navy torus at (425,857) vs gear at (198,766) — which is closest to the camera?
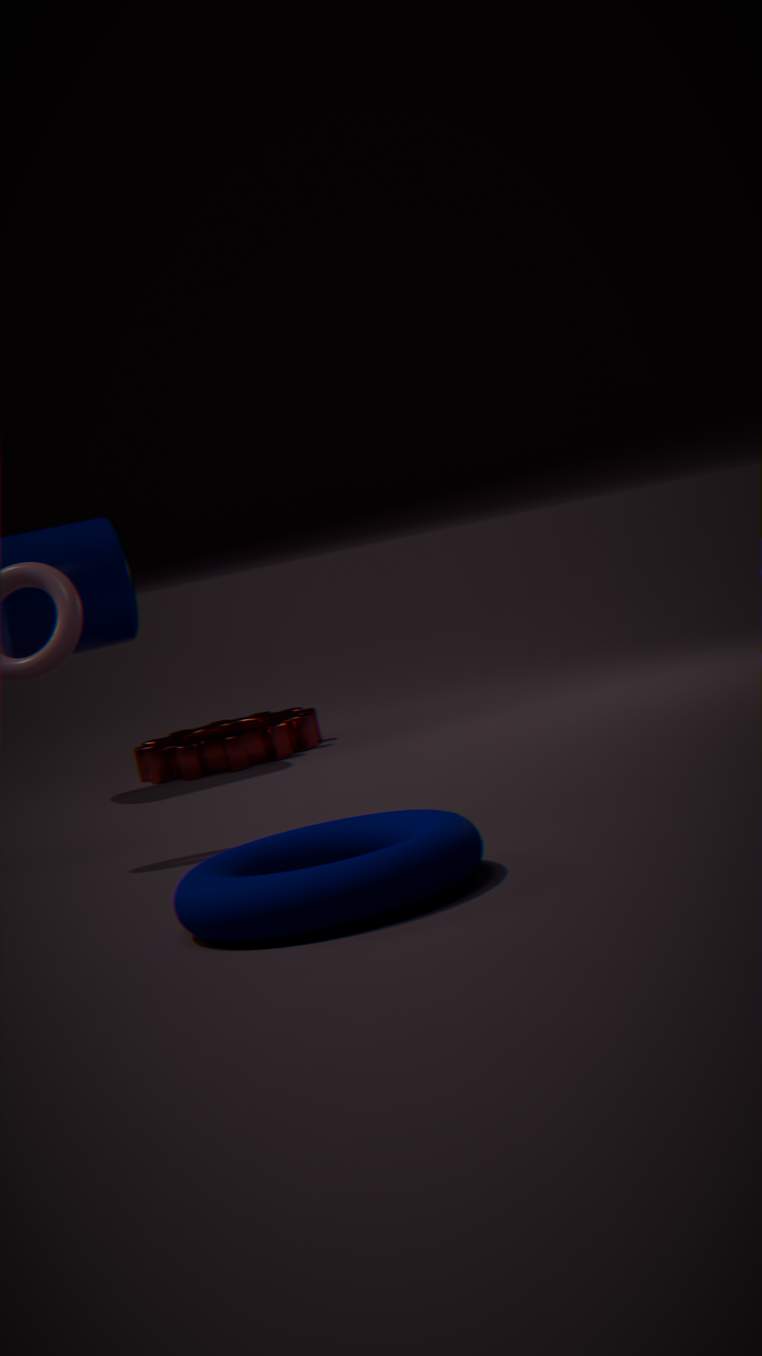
navy torus at (425,857)
